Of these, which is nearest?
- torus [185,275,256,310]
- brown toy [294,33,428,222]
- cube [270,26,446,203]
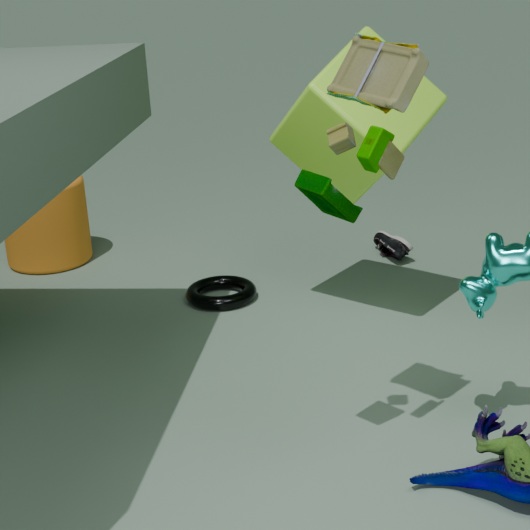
brown toy [294,33,428,222]
